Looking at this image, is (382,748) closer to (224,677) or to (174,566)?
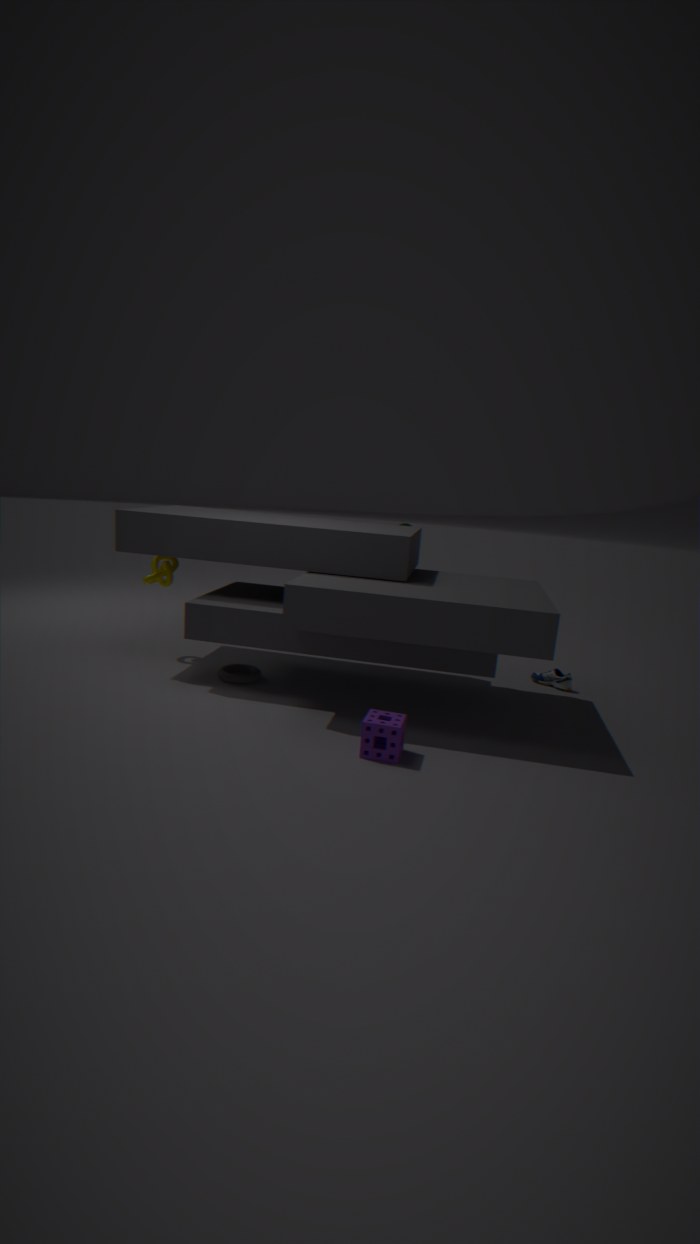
(224,677)
